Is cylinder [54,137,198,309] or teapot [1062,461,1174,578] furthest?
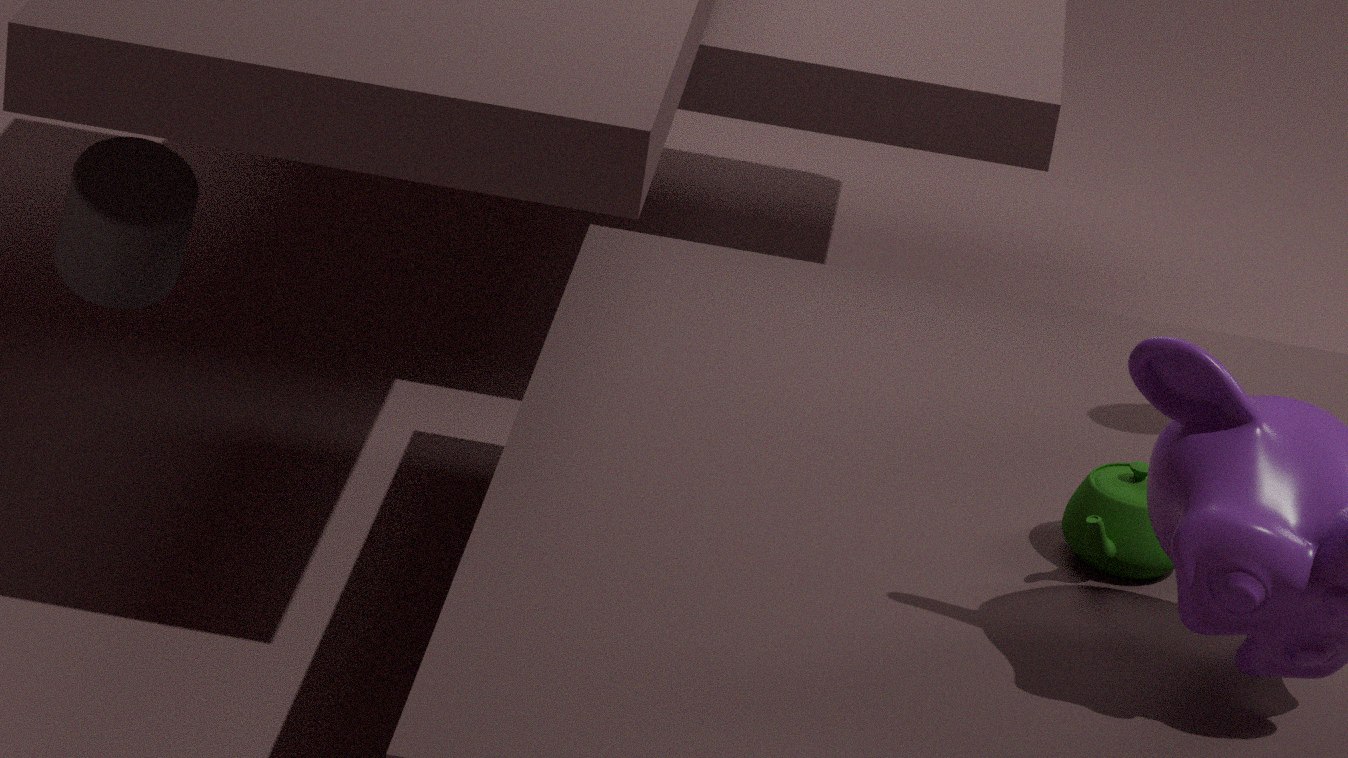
cylinder [54,137,198,309]
